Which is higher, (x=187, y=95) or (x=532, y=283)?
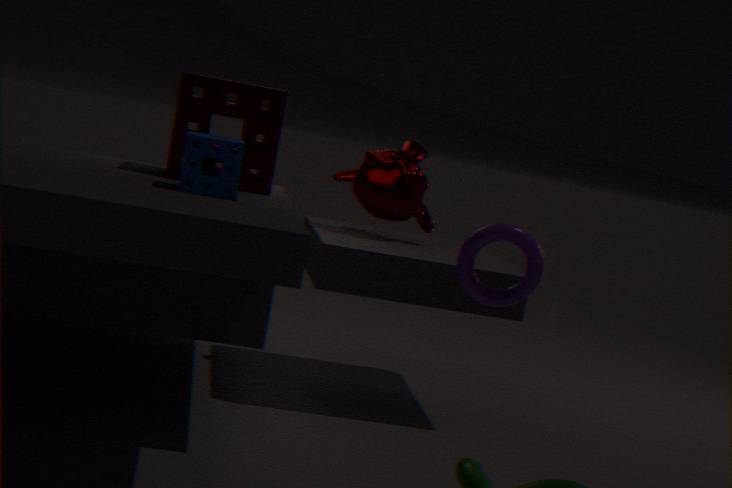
(x=187, y=95)
